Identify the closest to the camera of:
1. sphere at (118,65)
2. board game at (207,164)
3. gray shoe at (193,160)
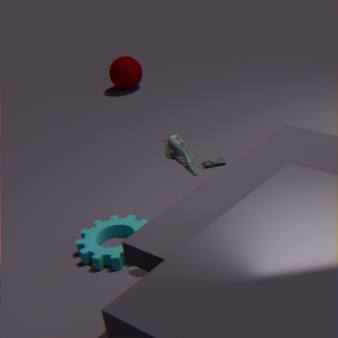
gray shoe at (193,160)
